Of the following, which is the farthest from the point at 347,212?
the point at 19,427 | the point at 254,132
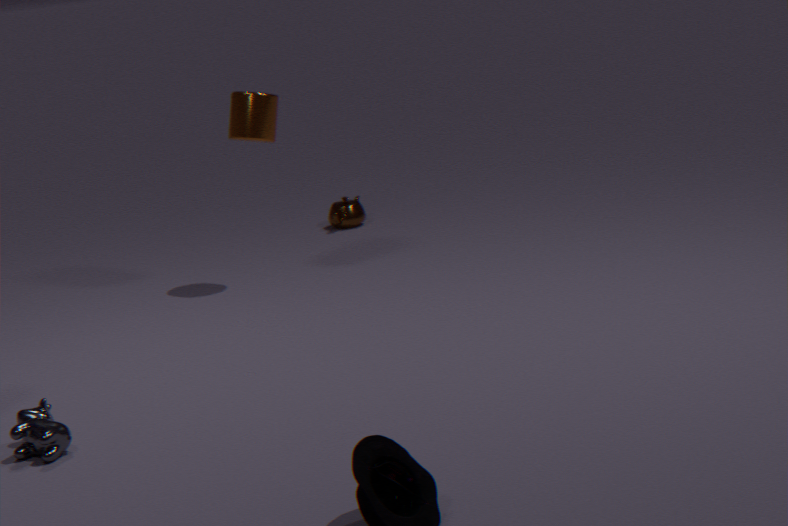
the point at 19,427
